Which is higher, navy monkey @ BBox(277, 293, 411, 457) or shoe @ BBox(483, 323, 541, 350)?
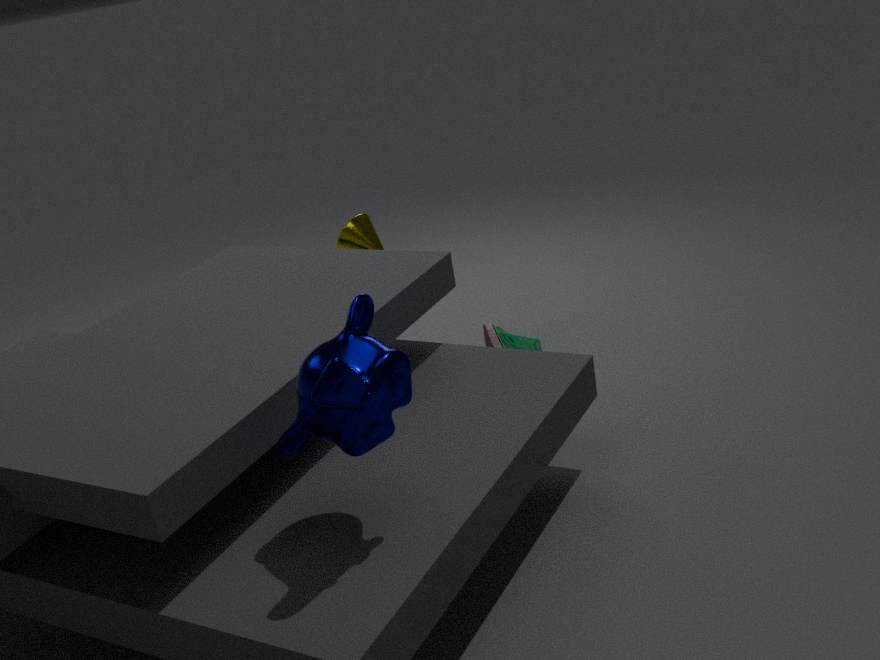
navy monkey @ BBox(277, 293, 411, 457)
